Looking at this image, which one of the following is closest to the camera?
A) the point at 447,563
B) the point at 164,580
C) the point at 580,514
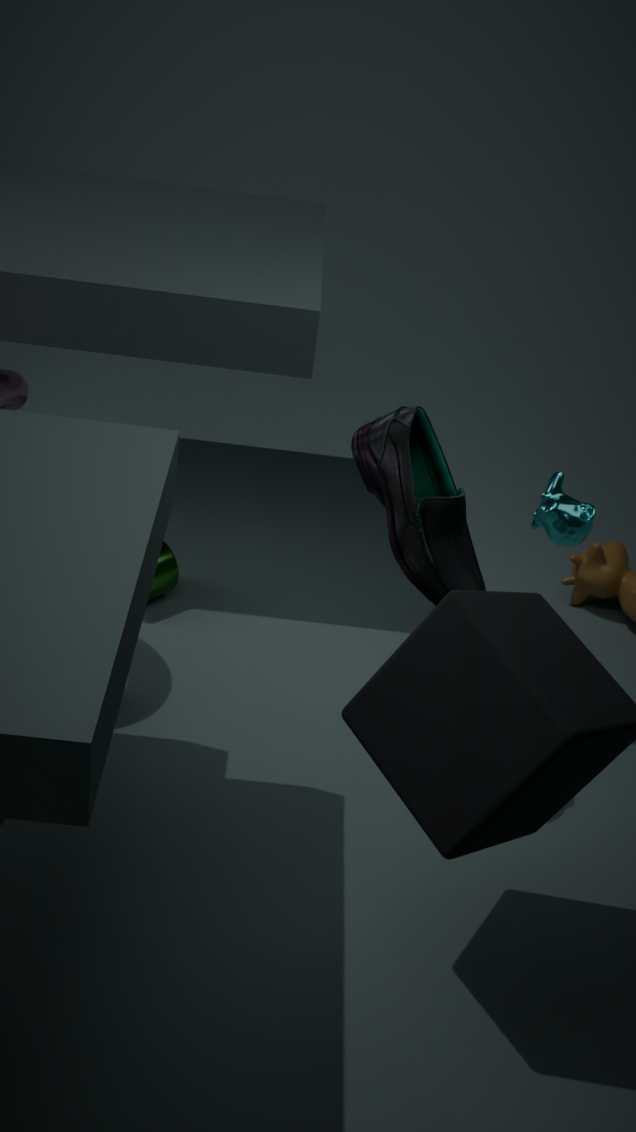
the point at 447,563
